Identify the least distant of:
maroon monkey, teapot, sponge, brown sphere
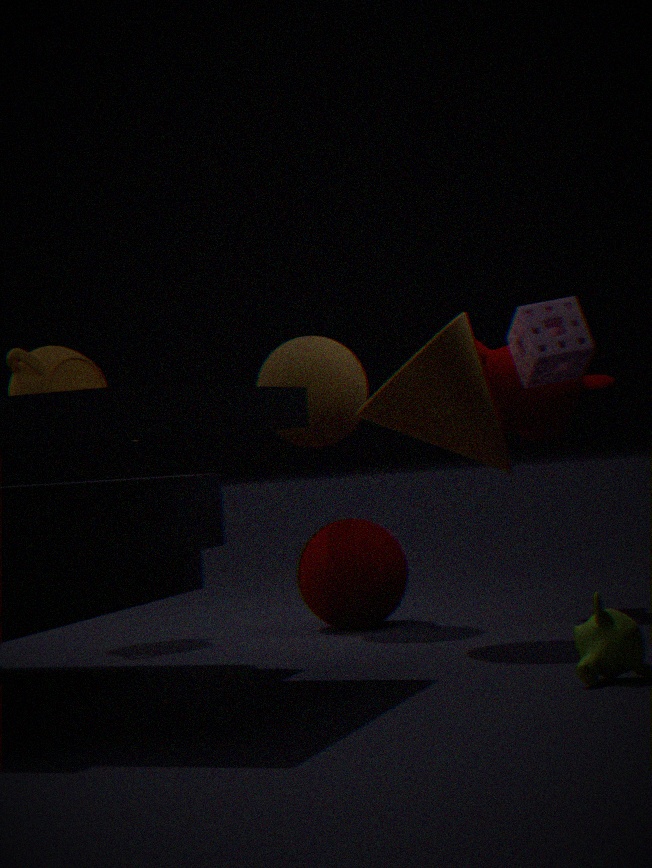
sponge
